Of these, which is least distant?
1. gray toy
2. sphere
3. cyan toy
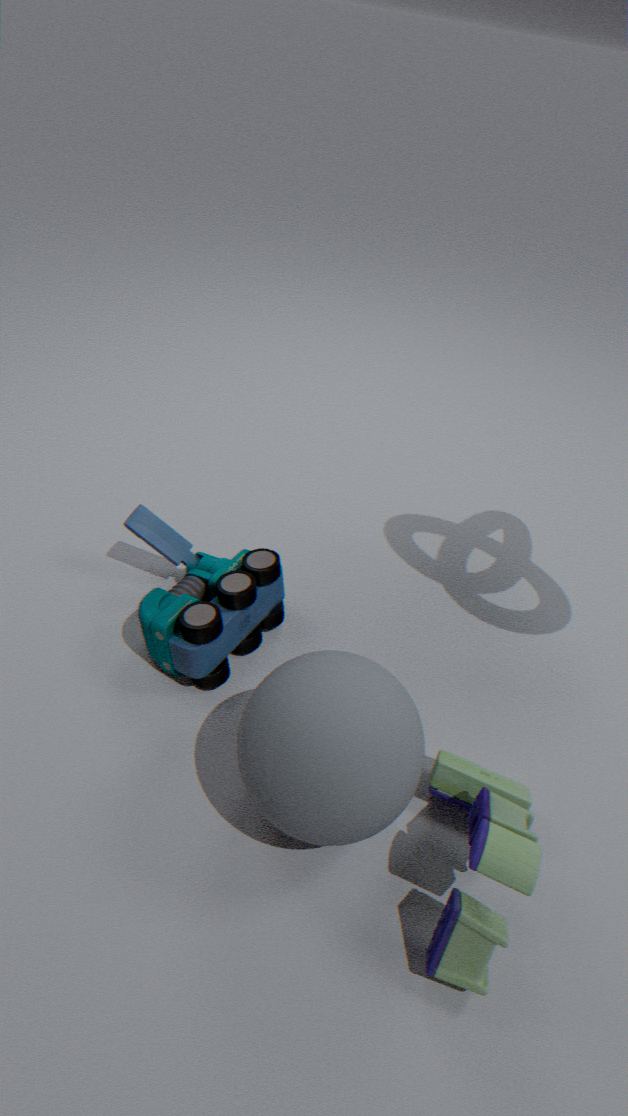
gray toy
